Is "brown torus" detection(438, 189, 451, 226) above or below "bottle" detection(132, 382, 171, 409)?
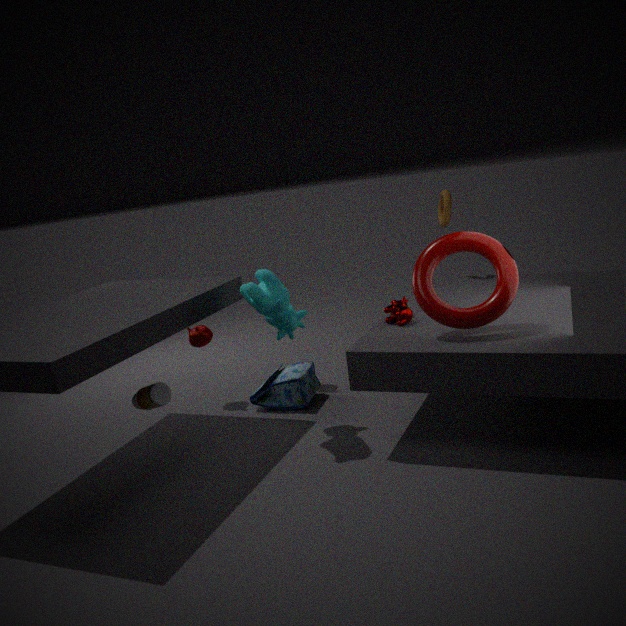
above
